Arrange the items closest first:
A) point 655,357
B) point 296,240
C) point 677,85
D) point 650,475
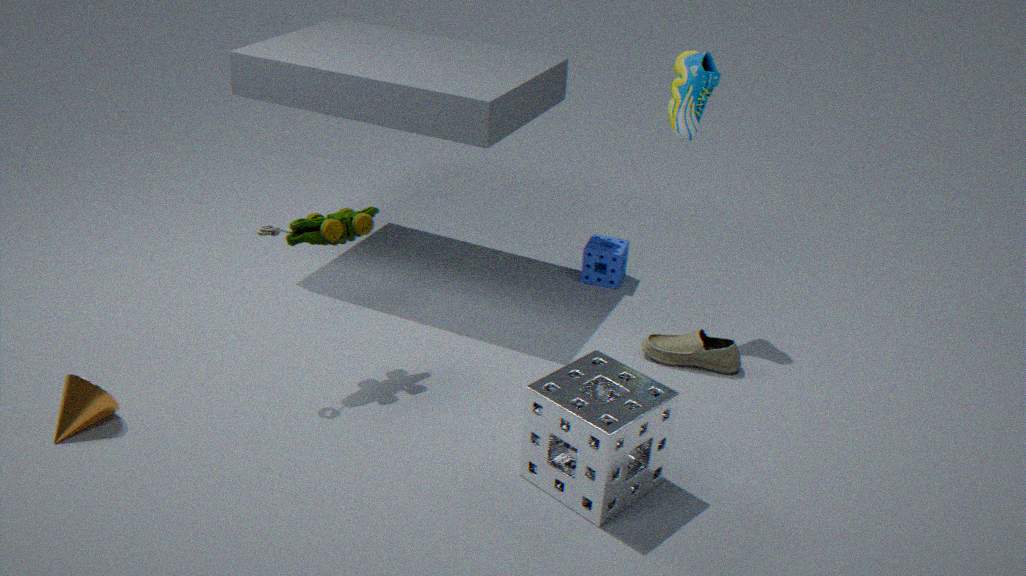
point 650,475
point 296,240
point 677,85
point 655,357
